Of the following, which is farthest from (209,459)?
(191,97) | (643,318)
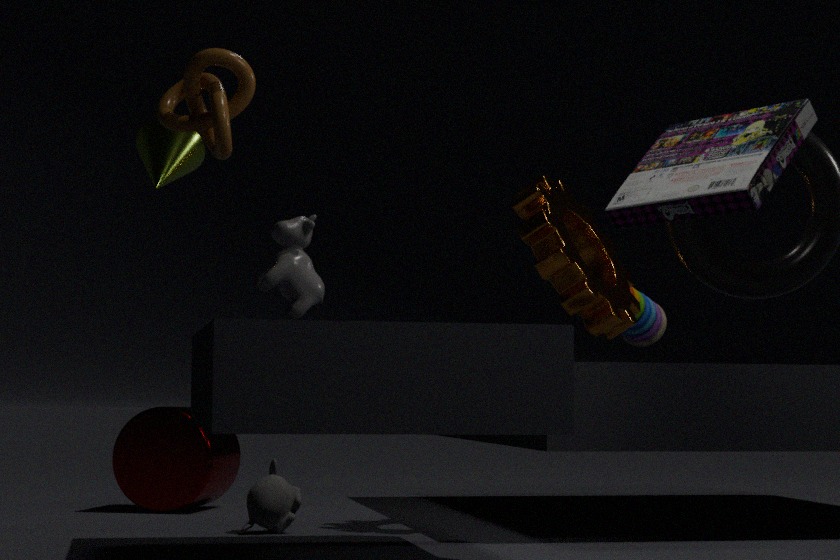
(191,97)
